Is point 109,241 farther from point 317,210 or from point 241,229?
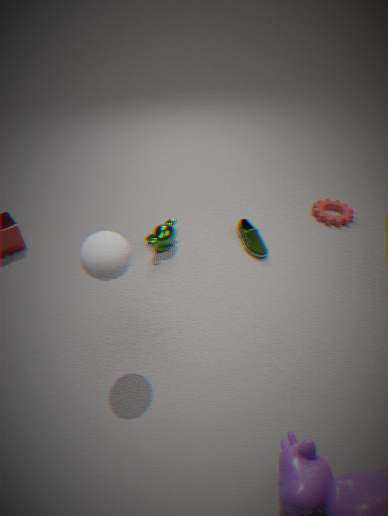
point 317,210
